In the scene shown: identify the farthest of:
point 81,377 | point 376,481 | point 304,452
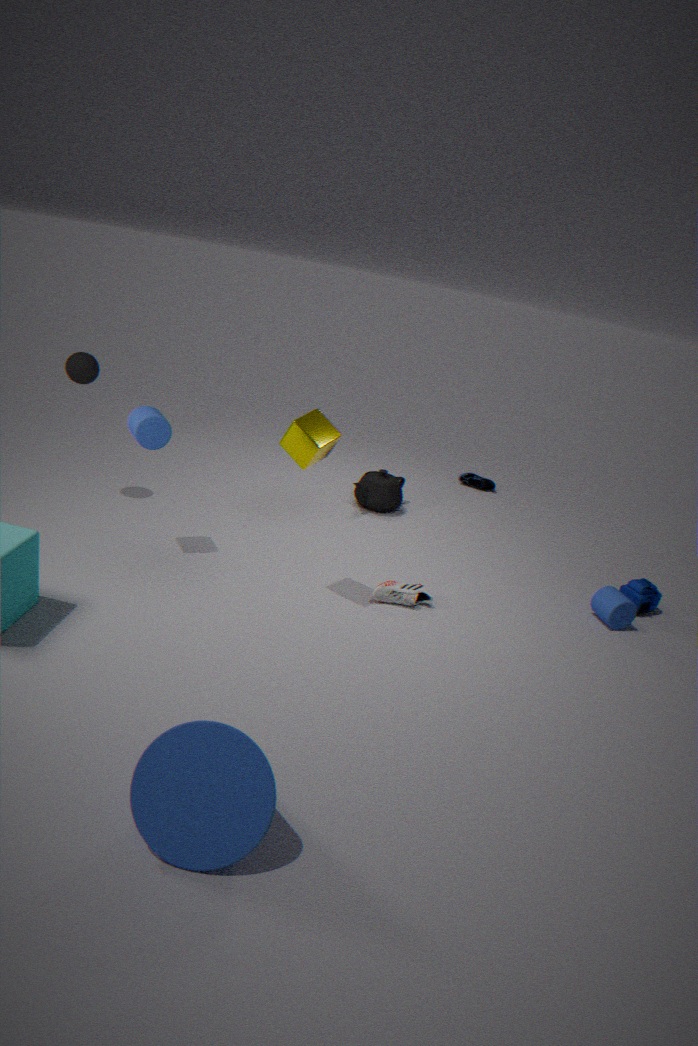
point 376,481
